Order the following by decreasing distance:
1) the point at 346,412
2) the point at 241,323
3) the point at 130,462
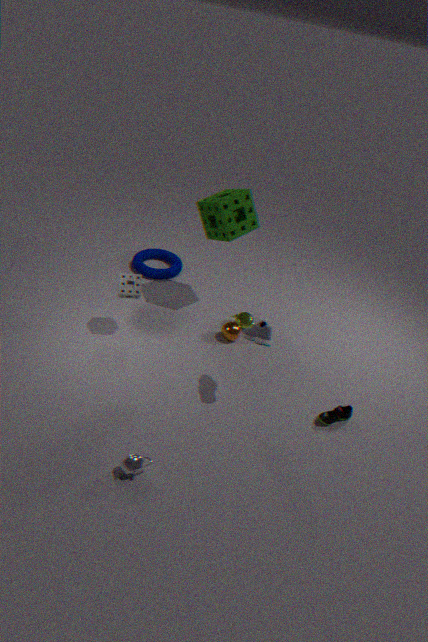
2. the point at 241,323 → 1. the point at 346,412 → 3. the point at 130,462
